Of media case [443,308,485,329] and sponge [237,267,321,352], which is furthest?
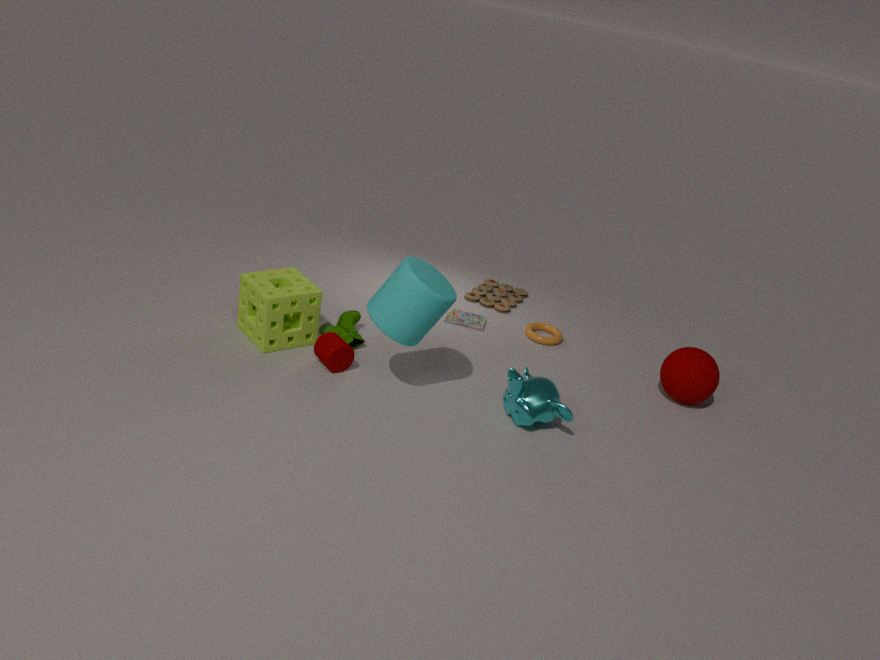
media case [443,308,485,329]
